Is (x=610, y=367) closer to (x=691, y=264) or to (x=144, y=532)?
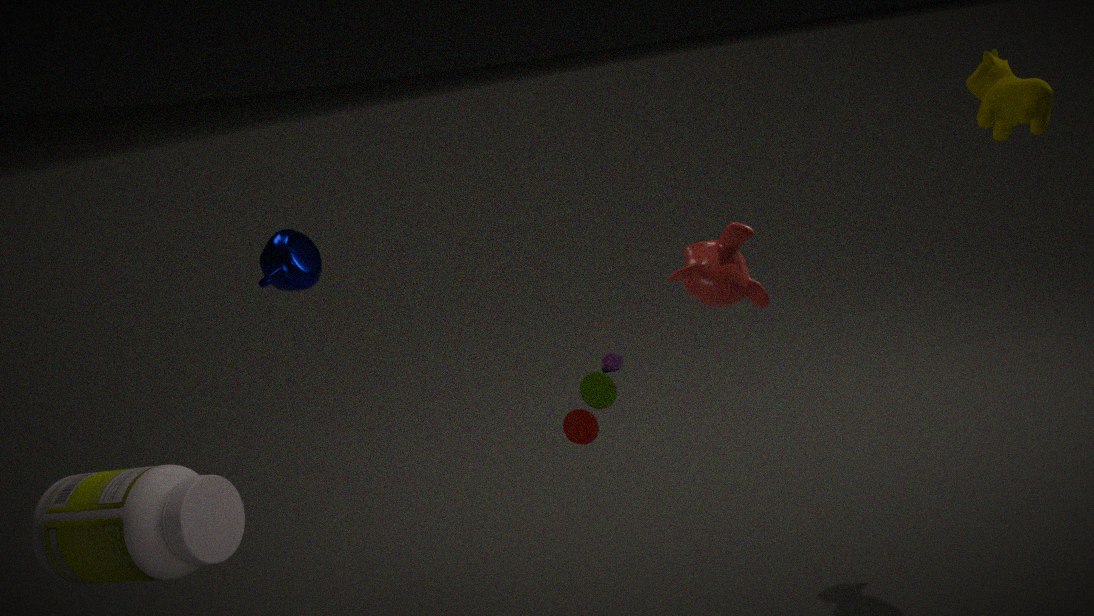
(x=691, y=264)
